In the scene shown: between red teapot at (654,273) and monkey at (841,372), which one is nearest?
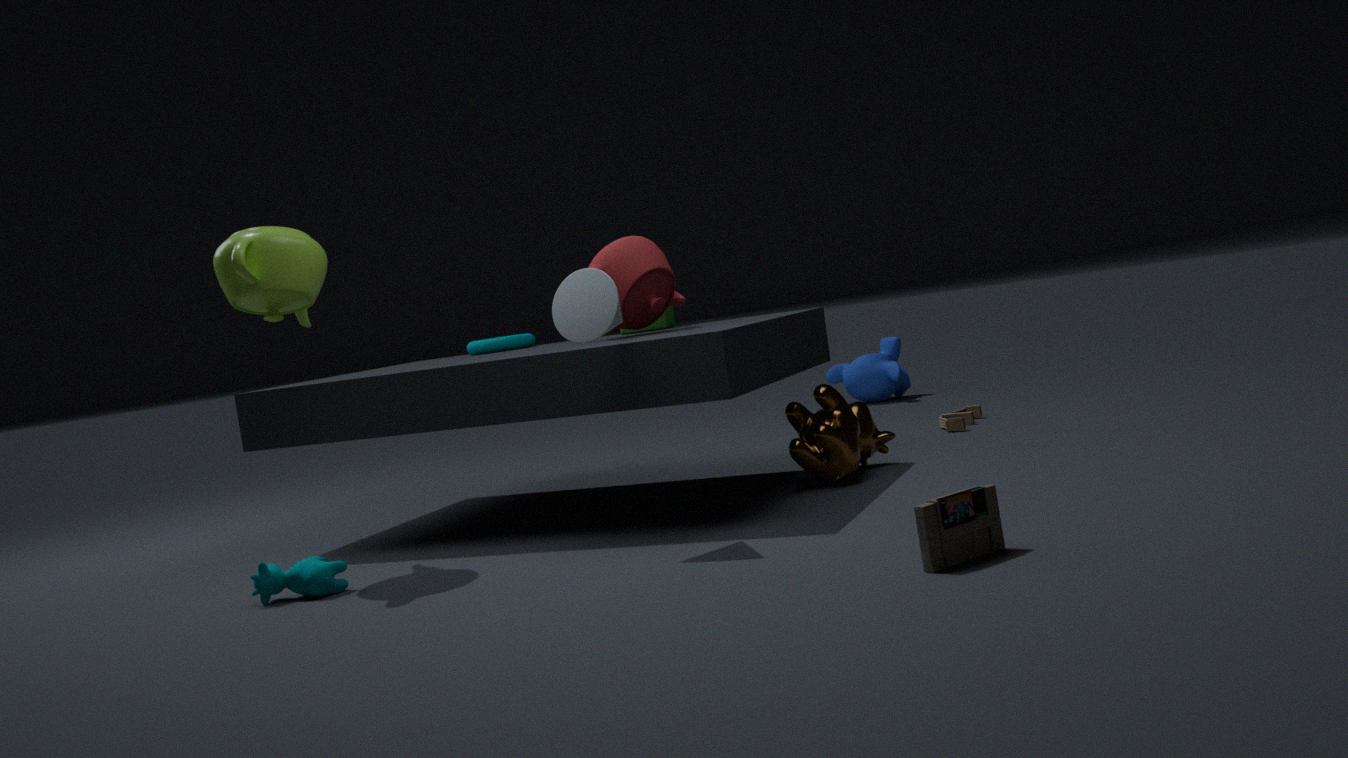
red teapot at (654,273)
